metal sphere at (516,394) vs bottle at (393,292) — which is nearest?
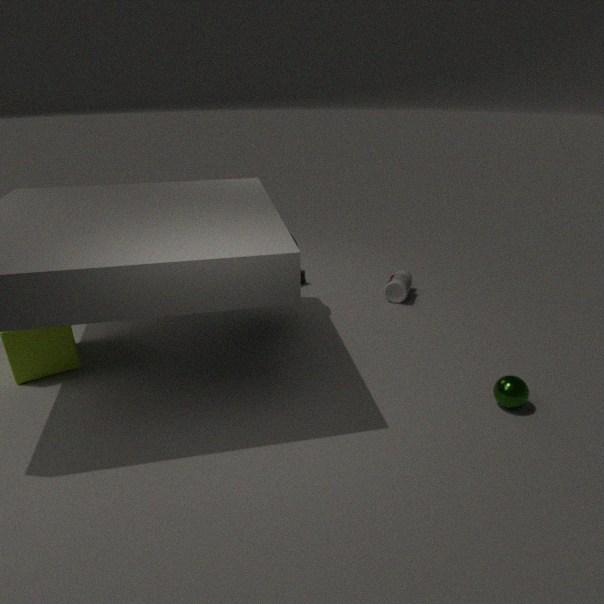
metal sphere at (516,394)
